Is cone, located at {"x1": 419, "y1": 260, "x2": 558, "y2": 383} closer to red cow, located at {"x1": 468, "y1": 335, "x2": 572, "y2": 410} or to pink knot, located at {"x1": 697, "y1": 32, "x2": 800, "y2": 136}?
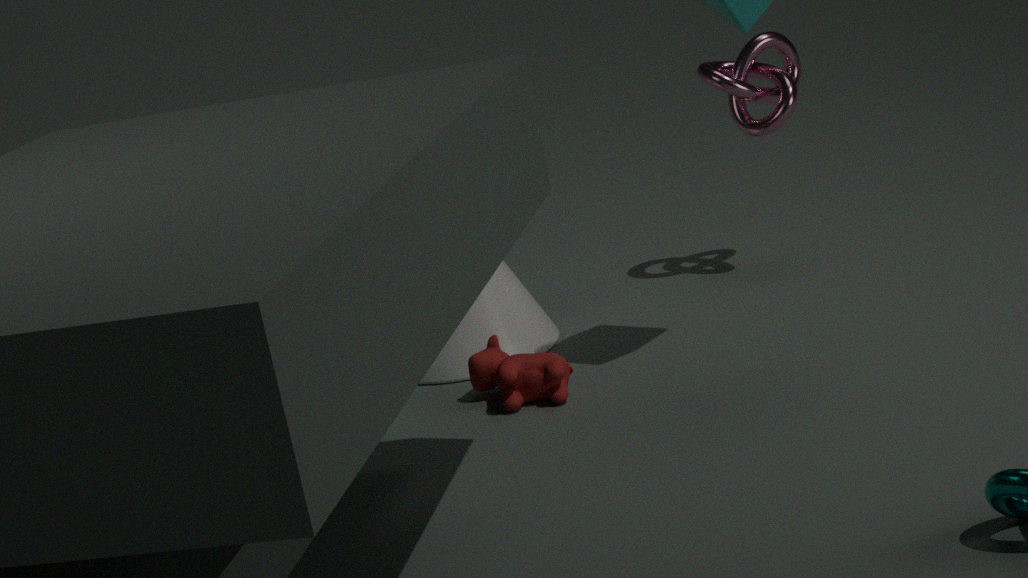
red cow, located at {"x1": 468, "y1": 335, "x2": 572, "y2": 410}
